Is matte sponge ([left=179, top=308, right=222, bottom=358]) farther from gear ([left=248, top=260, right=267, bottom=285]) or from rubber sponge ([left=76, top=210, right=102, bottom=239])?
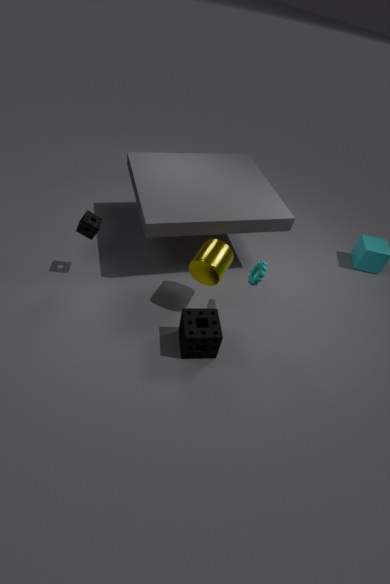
rubber sponge ([left=76, top=210, right=102, bottom=239])
